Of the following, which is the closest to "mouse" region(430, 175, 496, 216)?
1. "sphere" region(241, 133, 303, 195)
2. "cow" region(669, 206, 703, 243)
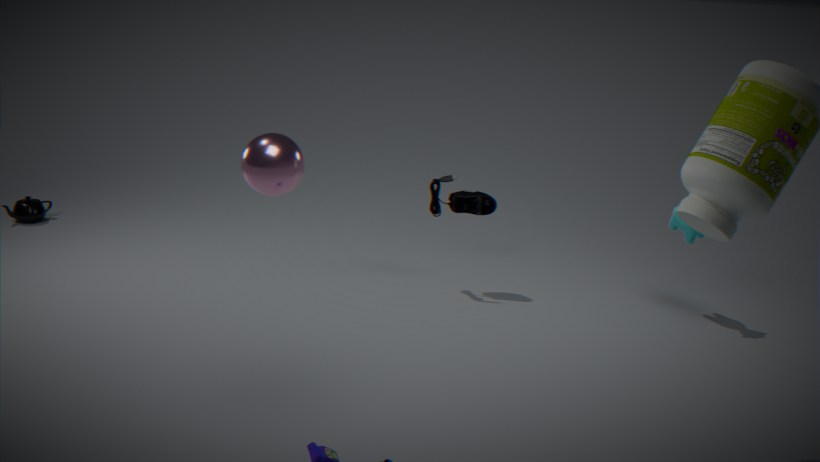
"cow" region(669, 206, 703, 243)
